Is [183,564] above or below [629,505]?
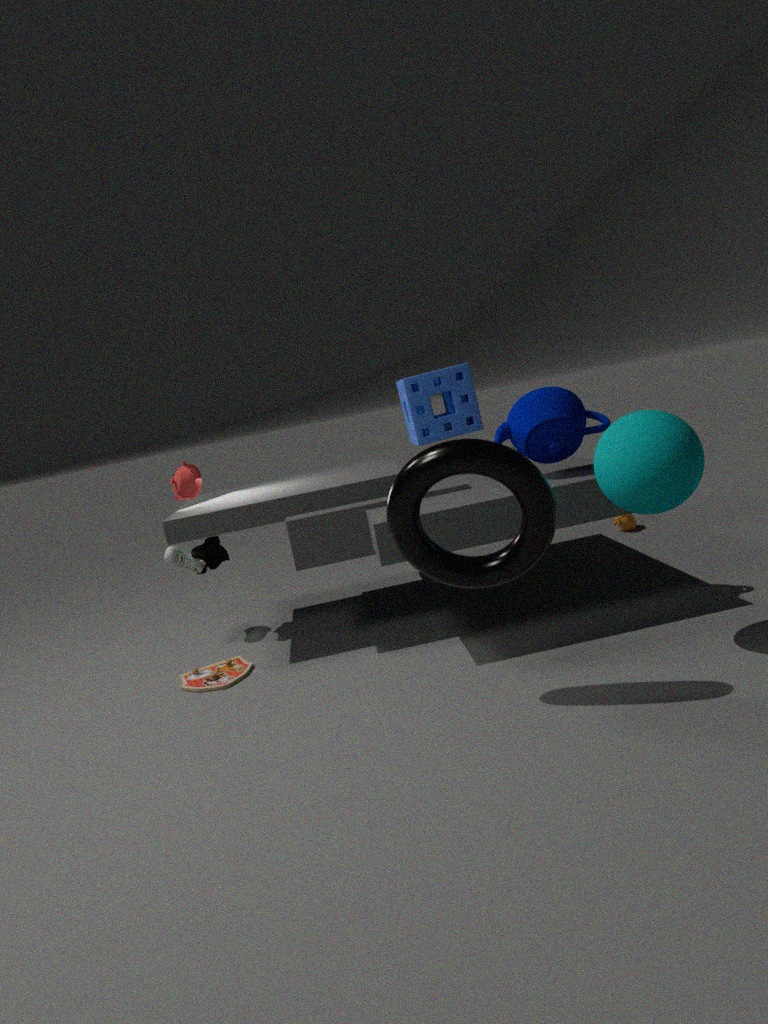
below
